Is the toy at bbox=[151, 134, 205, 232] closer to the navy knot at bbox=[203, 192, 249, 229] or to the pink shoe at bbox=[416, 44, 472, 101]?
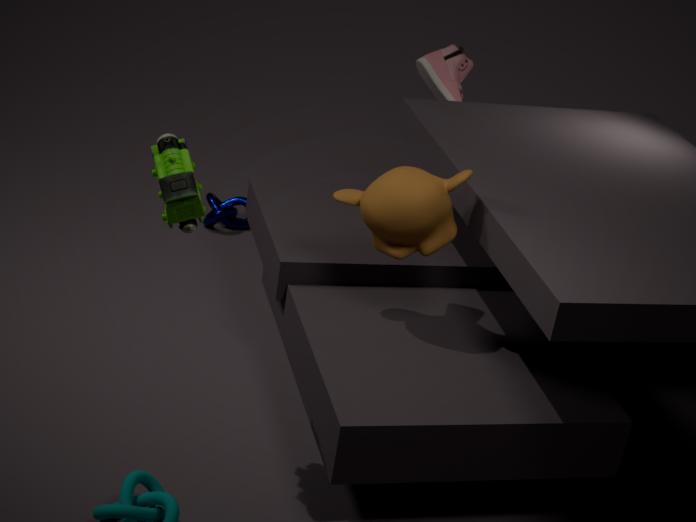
the pink shoe at bbox=[416, 44, 472, 101]
